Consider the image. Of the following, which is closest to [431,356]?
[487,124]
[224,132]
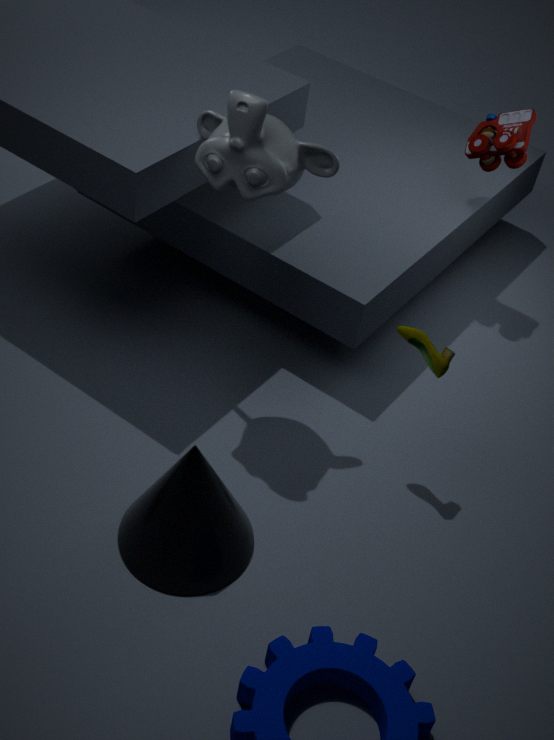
[224,132]
